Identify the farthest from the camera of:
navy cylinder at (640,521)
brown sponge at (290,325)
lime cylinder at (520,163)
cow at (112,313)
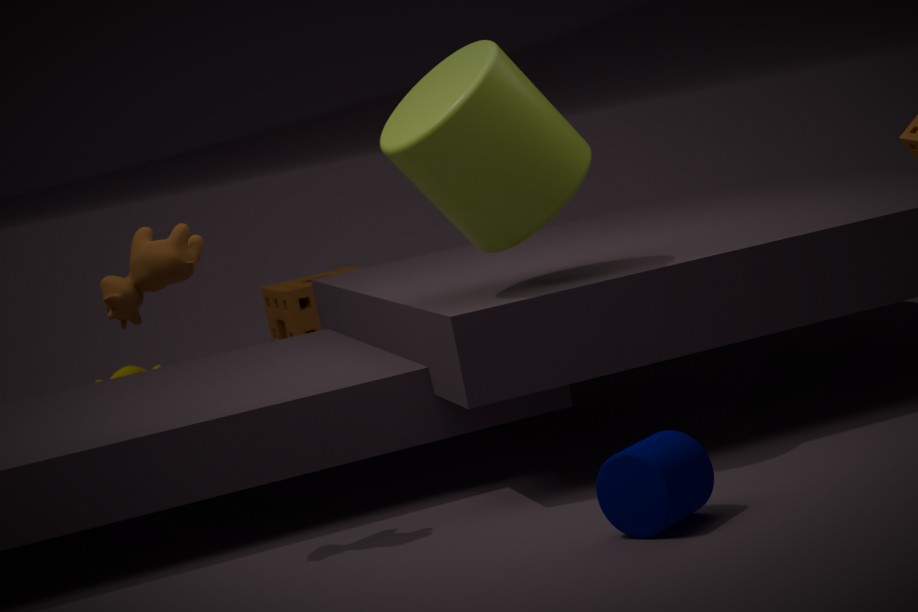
brown sponge at (290,325)
